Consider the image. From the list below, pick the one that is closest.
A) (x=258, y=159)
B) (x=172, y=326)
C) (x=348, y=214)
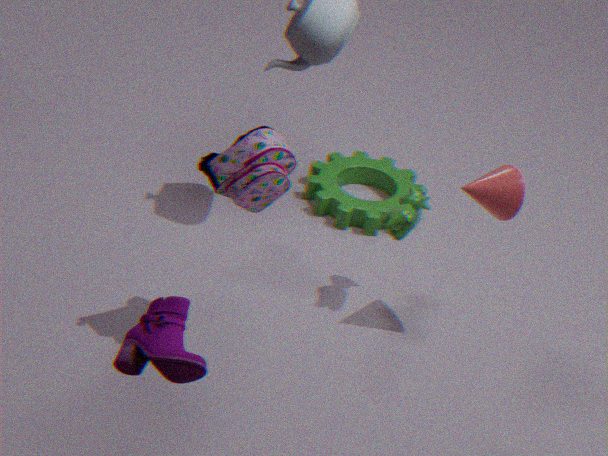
(x=172, y=326)
